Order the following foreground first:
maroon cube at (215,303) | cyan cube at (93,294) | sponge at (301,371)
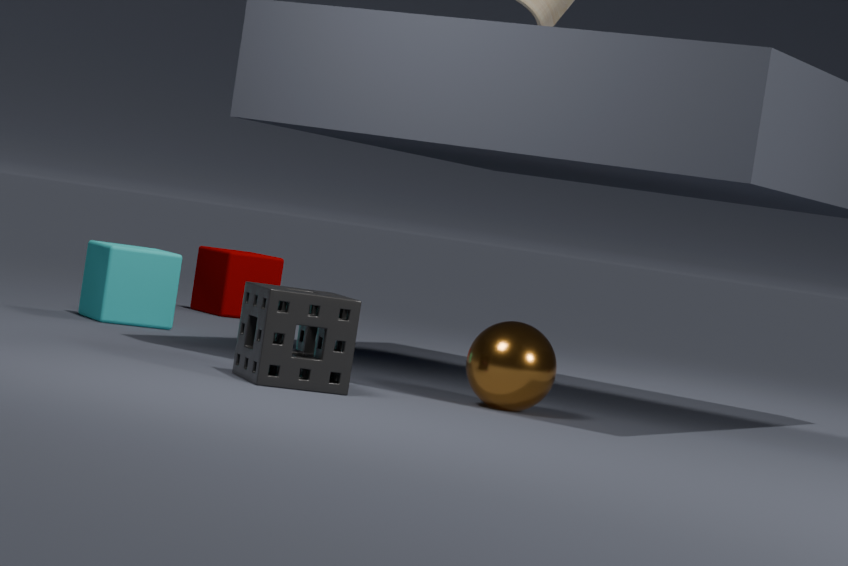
sponge at (301,371) → cyan cube at (93,294) → maroon cube at (215,303)
